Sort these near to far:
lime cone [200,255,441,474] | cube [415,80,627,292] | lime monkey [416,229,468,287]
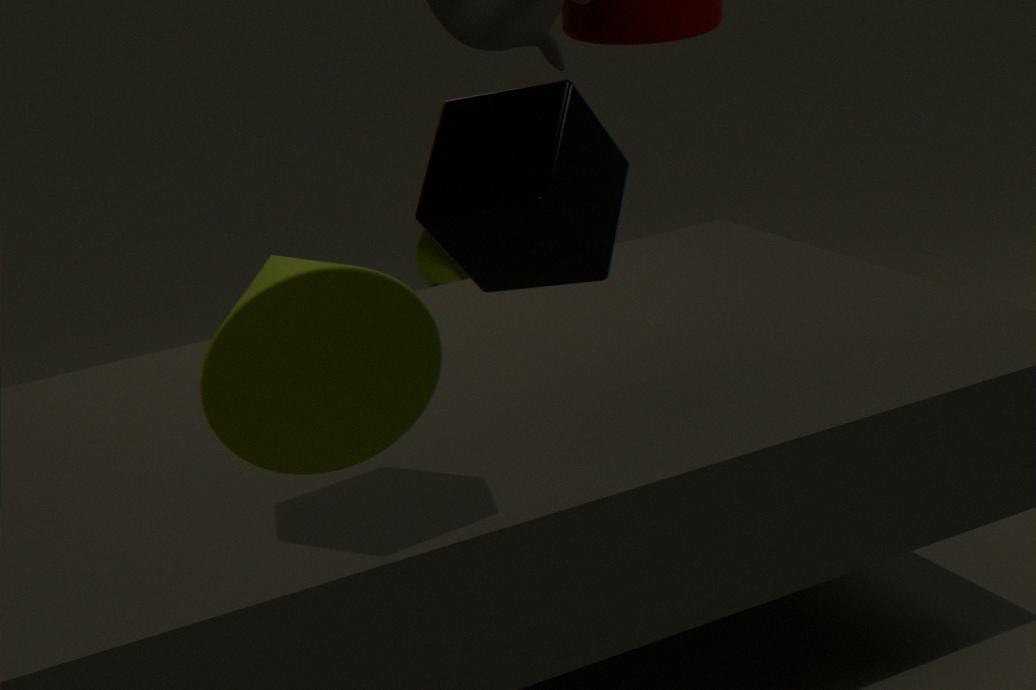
lime cone [200,255,441,474], cube [415,80,627,292], lime monkey [416,229,468,287]
